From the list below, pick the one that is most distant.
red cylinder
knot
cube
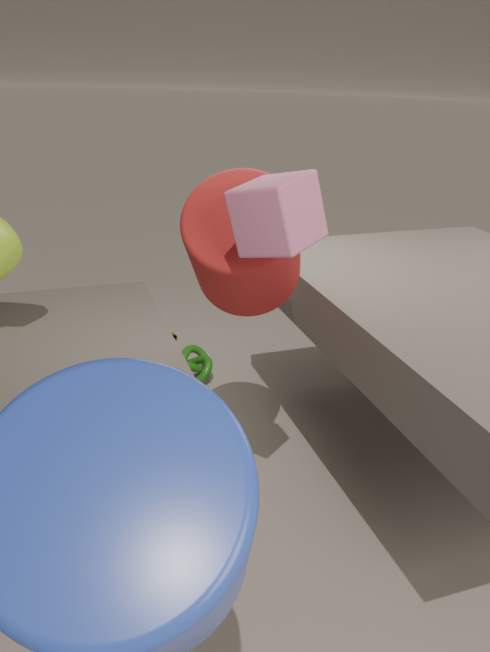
knot
